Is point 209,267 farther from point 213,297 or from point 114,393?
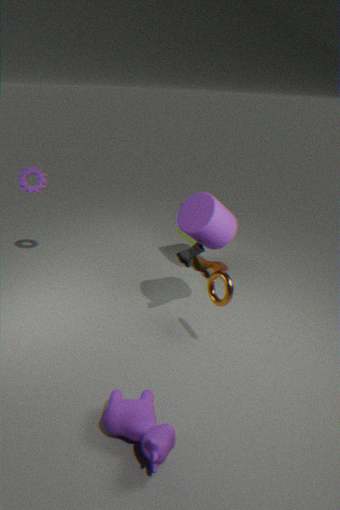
point 114,393
